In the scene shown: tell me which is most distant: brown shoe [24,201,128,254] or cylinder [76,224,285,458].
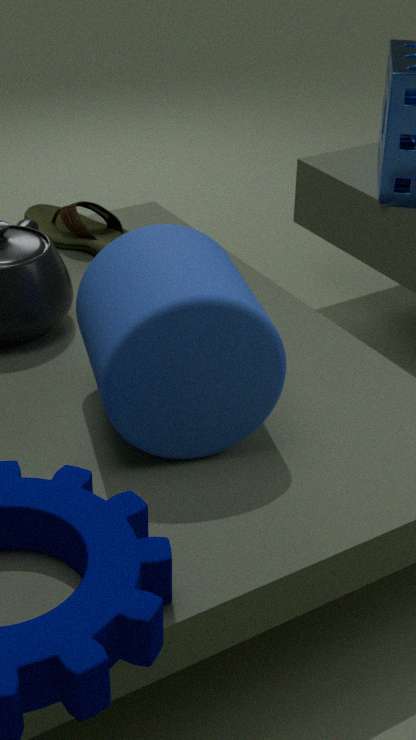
brown shoe [24,201,128,254]
